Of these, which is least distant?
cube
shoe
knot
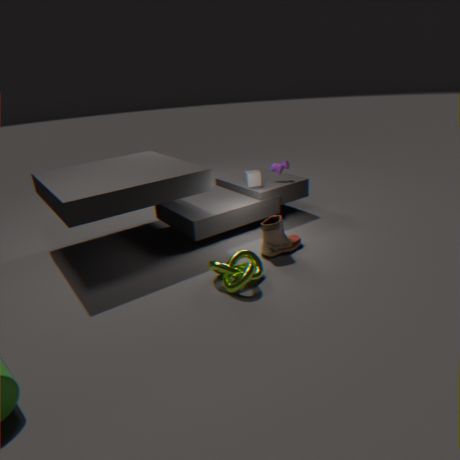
knot
